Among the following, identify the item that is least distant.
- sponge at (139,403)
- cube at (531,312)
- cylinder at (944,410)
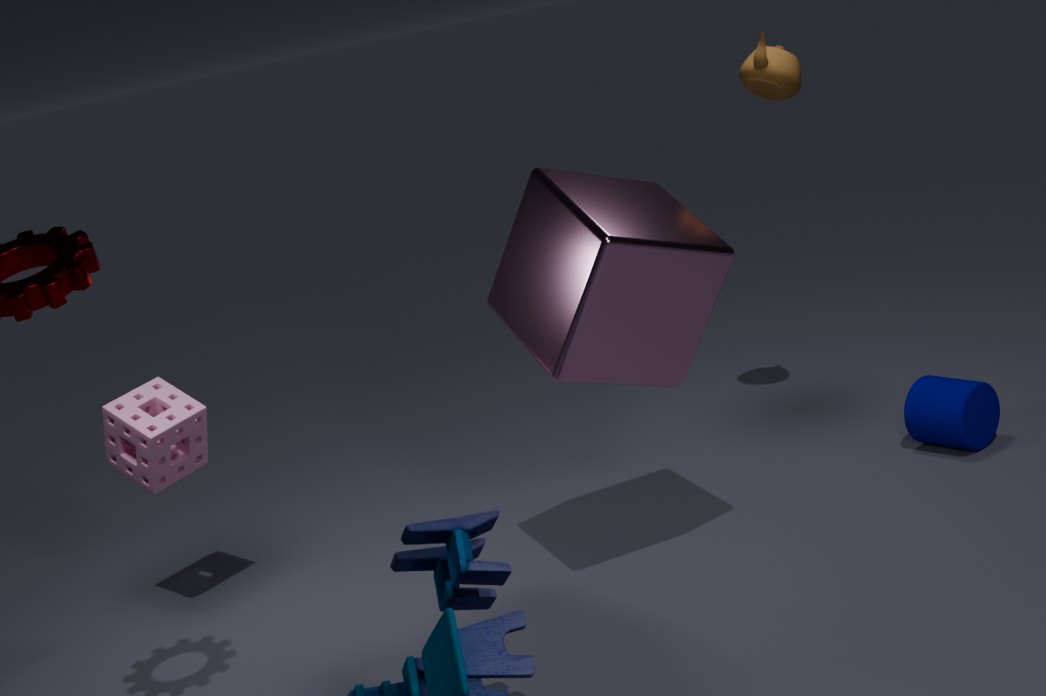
cube at (531,312)
